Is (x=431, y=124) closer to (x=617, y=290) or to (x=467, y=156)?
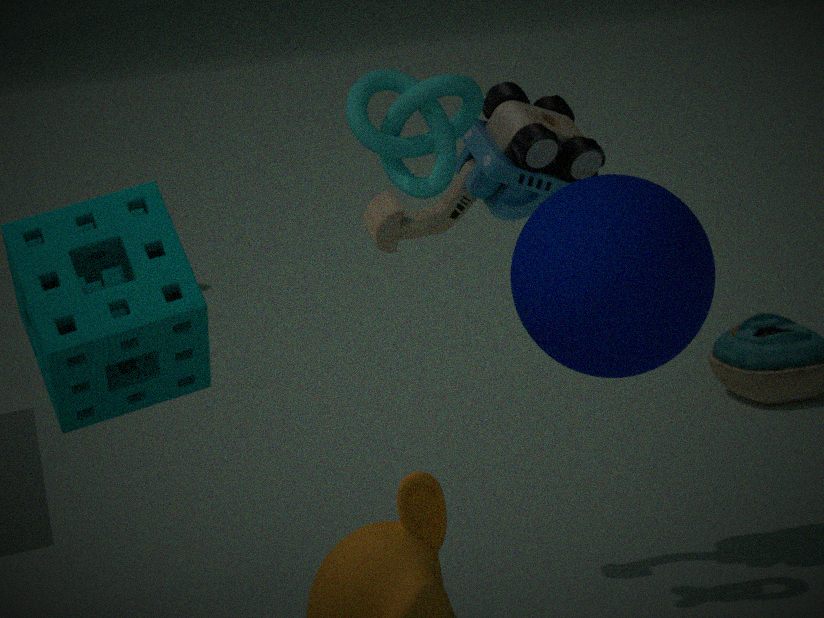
(x=467, y=156)
